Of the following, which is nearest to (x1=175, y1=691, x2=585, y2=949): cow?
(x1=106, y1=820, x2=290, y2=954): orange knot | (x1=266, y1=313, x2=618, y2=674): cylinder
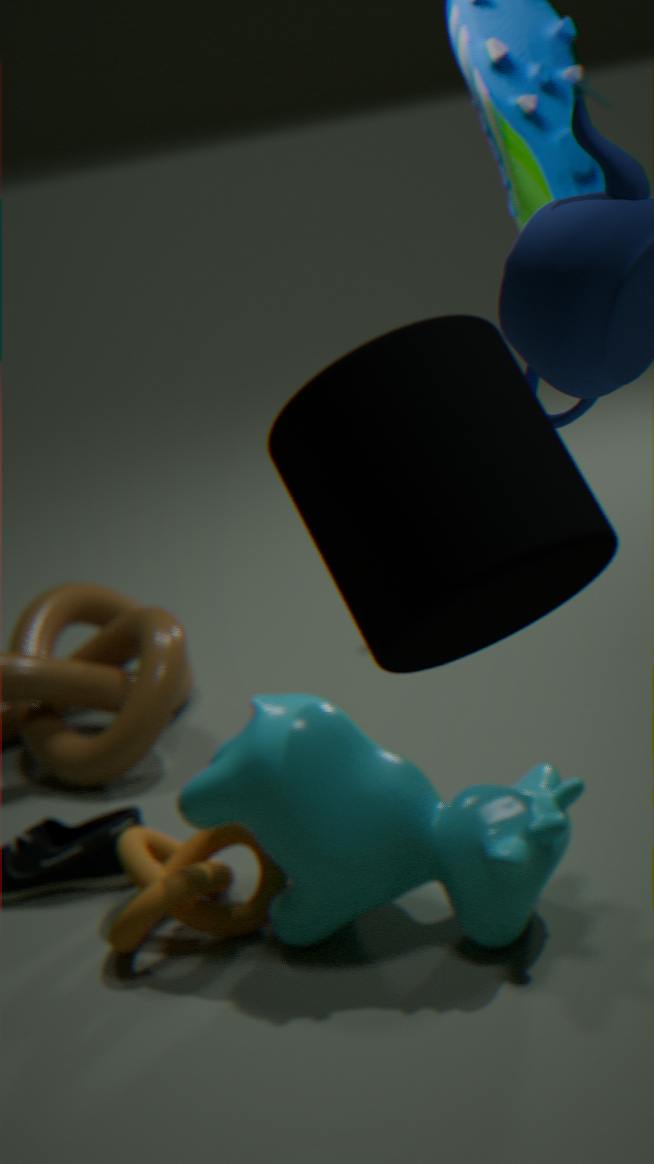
(x1=106, y1=820, x2=290, y2=954): orange knot
